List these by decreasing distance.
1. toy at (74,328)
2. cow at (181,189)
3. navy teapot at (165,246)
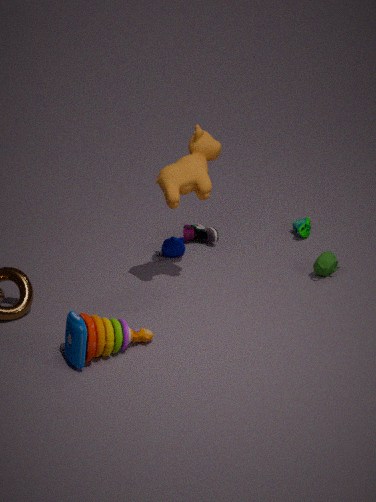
navy teapot at (165,246), cow at (181,189), toy at (74,328)
